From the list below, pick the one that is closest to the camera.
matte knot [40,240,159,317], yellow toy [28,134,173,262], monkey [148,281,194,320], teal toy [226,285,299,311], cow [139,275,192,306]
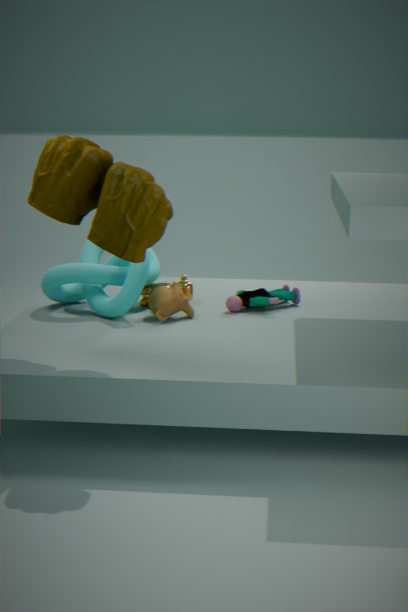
yellow toy [28,134,173,262]
